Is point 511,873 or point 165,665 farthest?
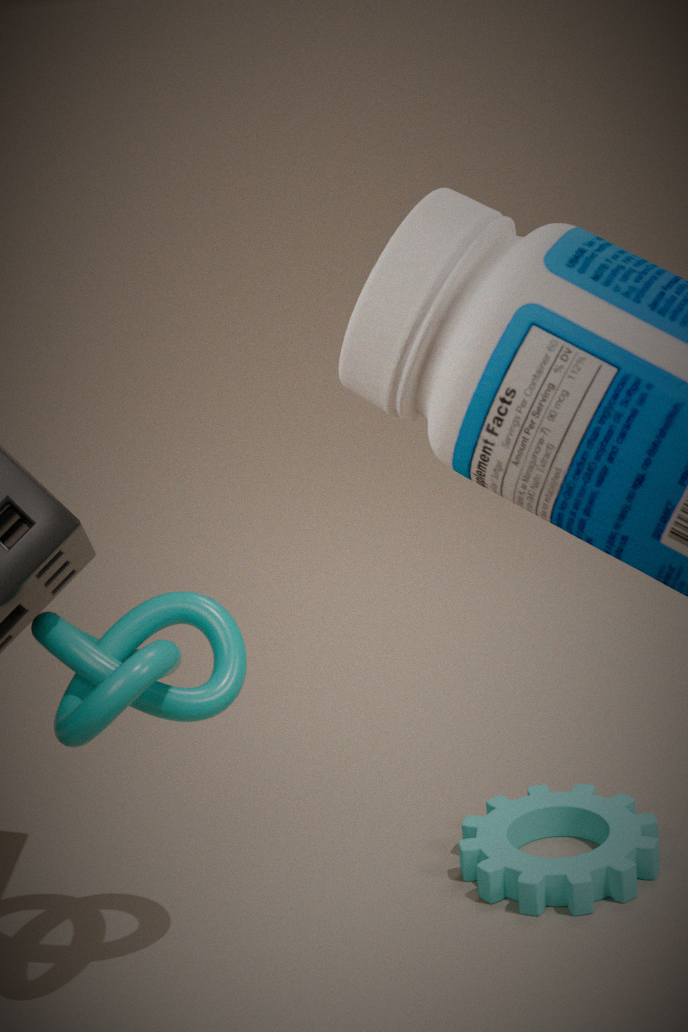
Result: point 511,873
